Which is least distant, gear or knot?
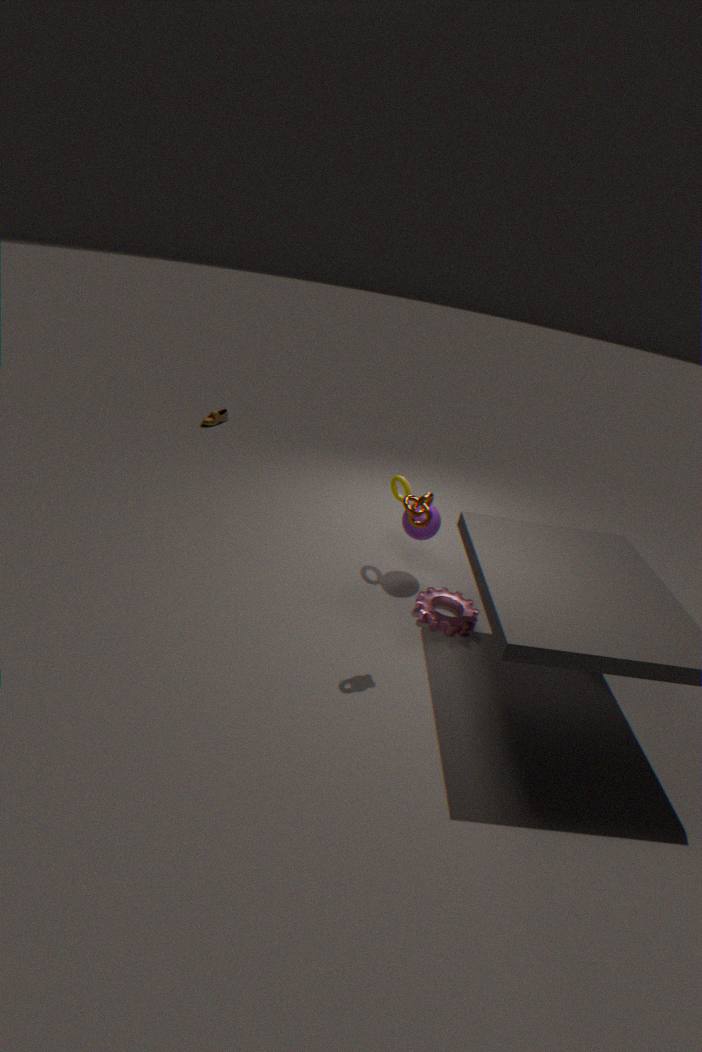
knot
